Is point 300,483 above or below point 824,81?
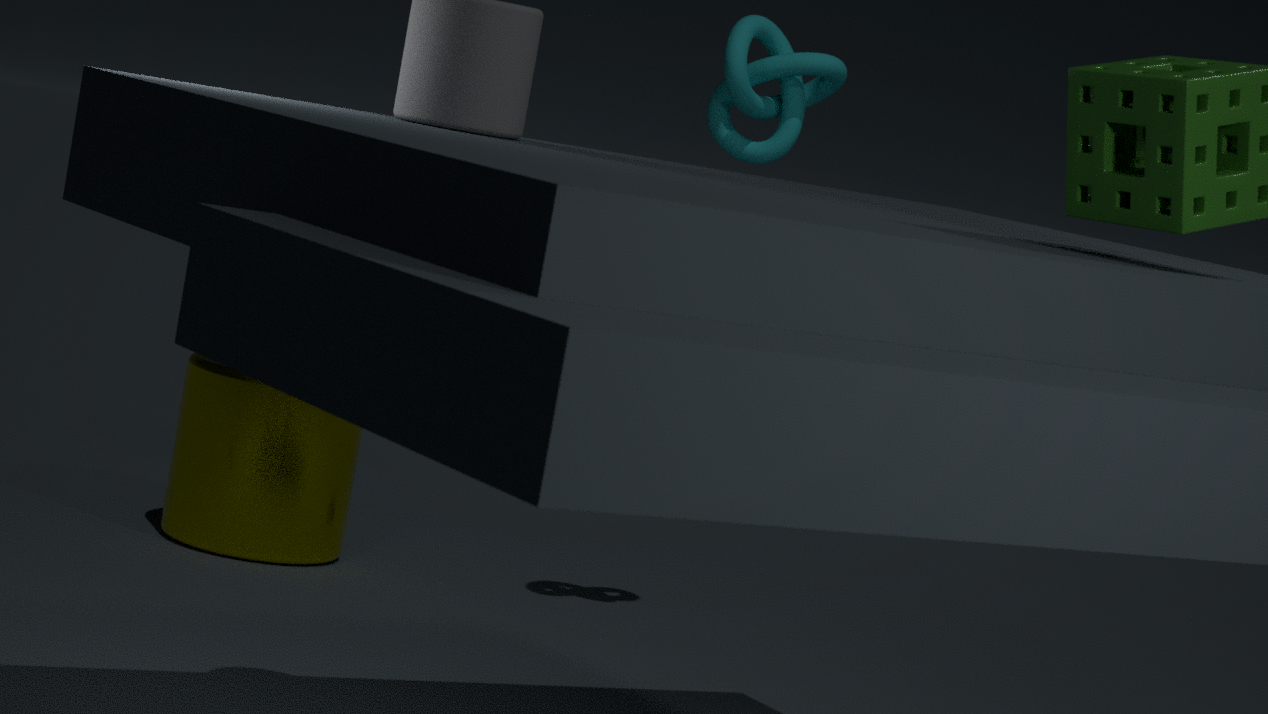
below
